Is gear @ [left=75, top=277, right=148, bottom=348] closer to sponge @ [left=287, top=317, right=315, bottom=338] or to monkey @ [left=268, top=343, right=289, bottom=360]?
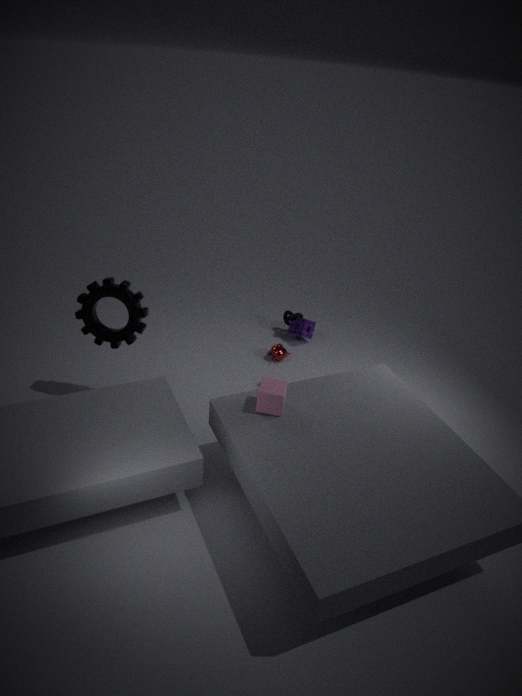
monkey @ [left=268, top=343, right=289, bottom=360]
